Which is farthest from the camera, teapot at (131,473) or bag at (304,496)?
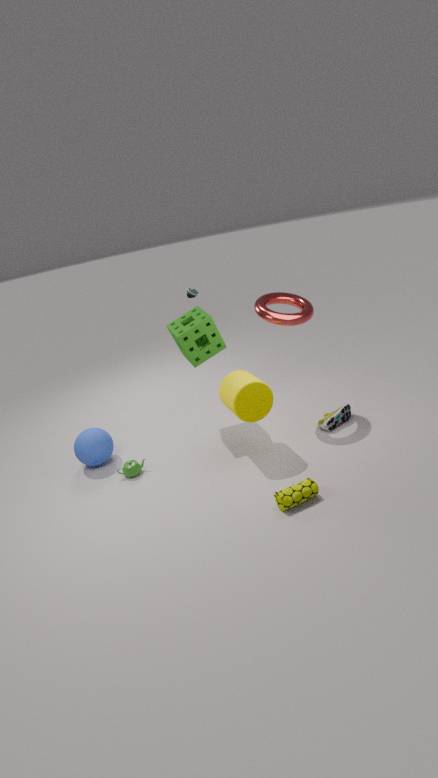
teapot at (131,473)
